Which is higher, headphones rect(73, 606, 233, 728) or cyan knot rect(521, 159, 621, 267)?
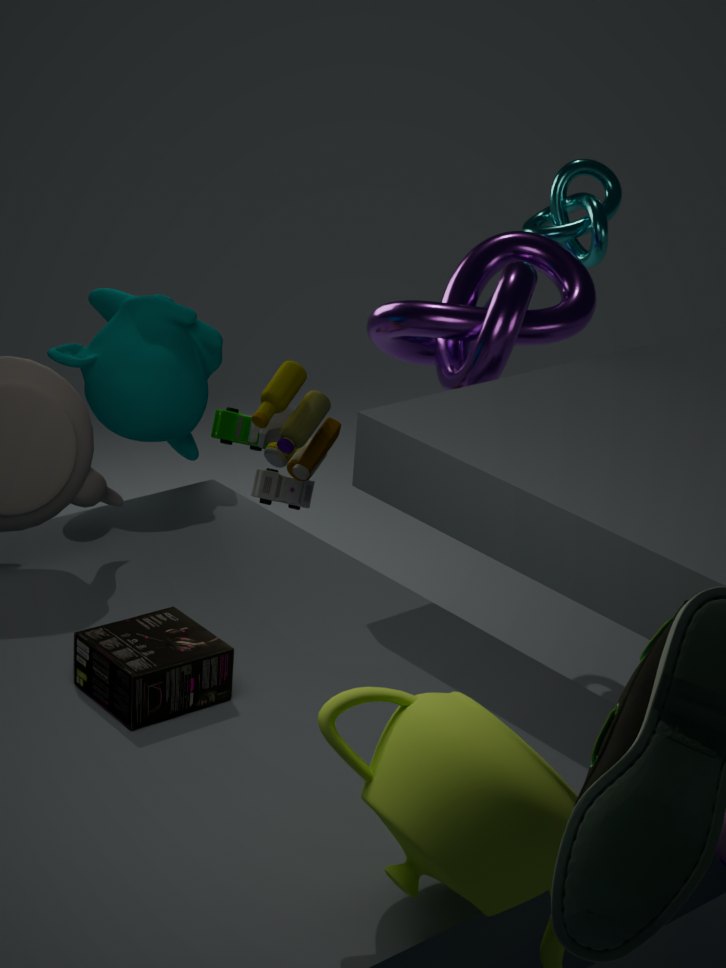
cyan knot rect(521, 159, 621, 267)
